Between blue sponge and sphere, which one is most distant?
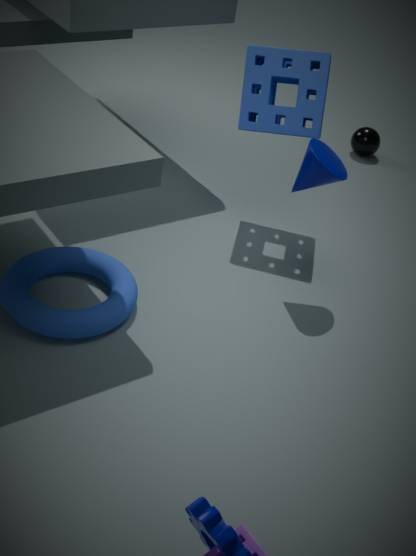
sphere
